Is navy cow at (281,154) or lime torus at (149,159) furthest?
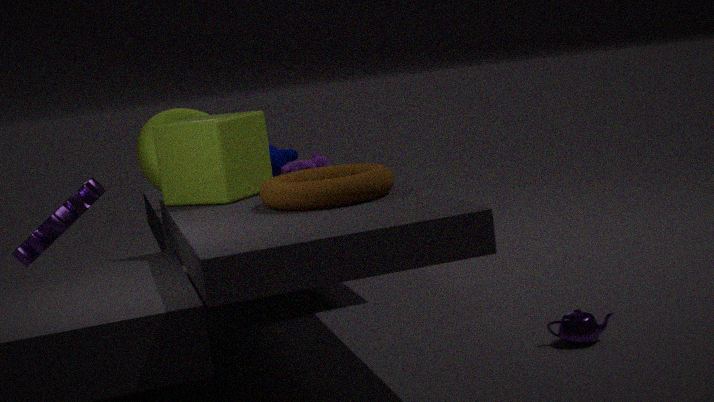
navy cow at (281,154)
